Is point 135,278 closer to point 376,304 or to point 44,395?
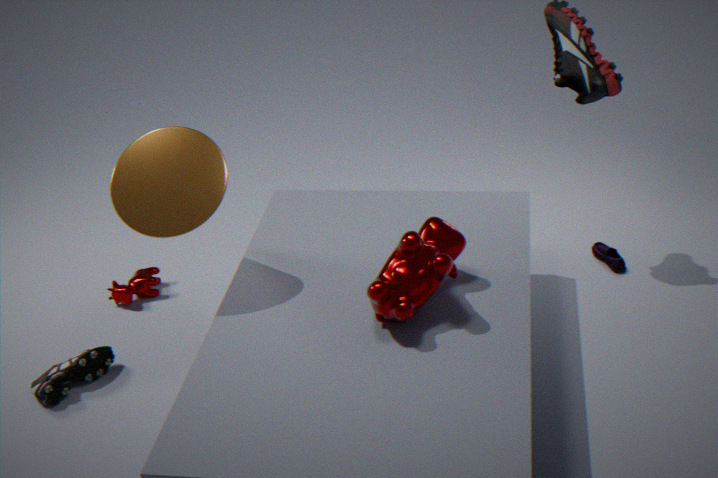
point 44,395
